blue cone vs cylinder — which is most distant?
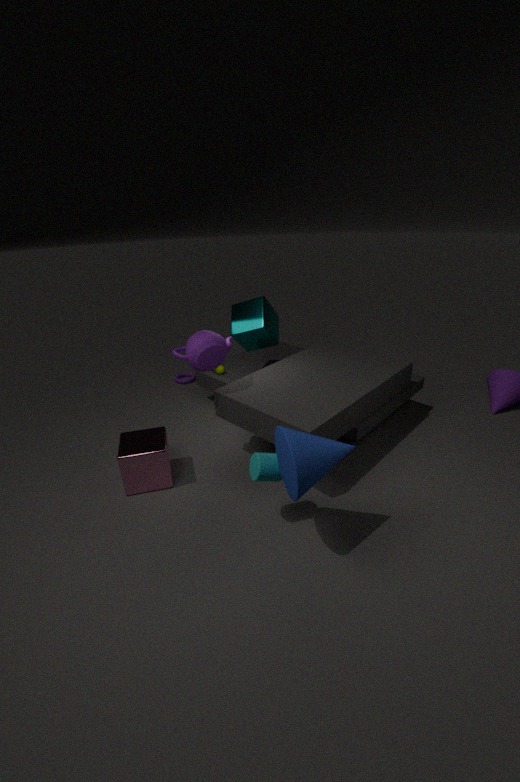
cylinder
